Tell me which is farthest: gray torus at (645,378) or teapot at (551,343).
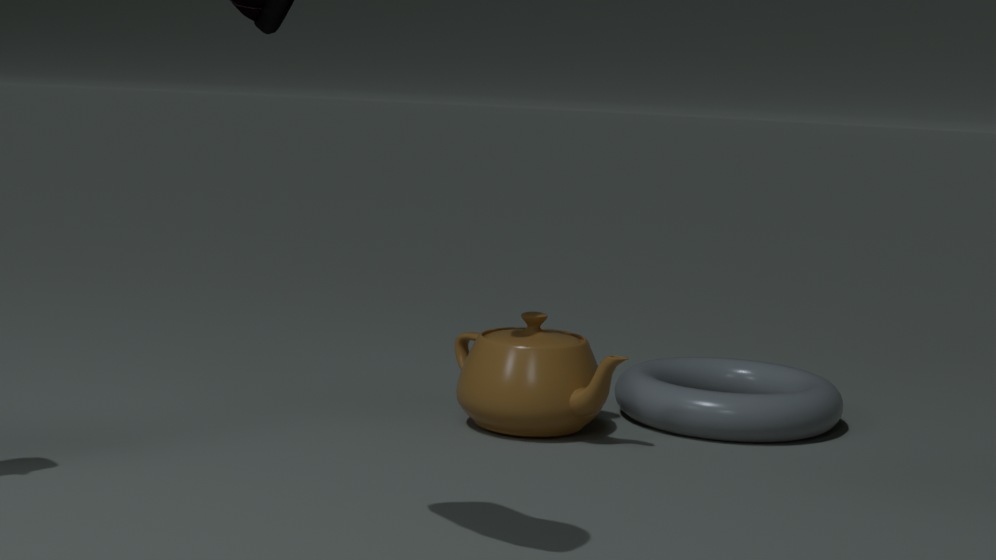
gray torus at (645,378)
